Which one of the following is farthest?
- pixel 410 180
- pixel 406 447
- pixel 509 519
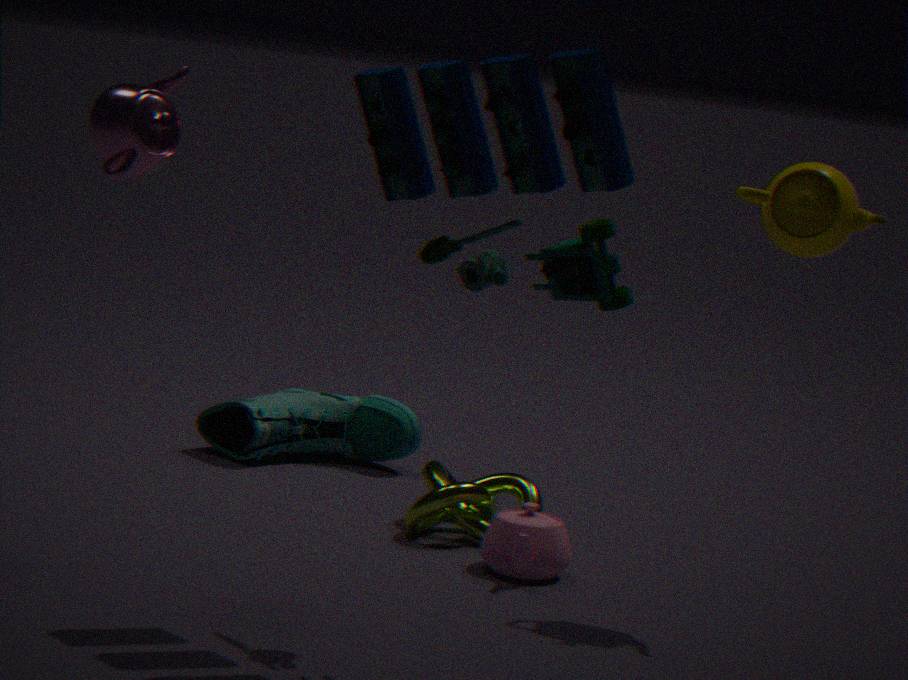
pixel 406 447
